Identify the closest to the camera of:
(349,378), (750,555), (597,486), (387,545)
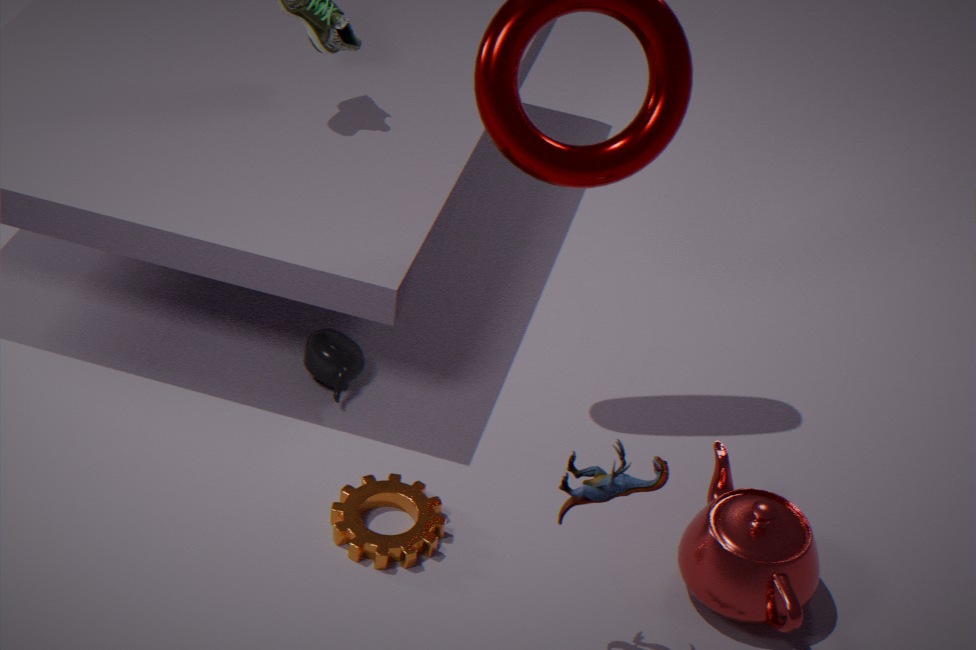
(597,486)
